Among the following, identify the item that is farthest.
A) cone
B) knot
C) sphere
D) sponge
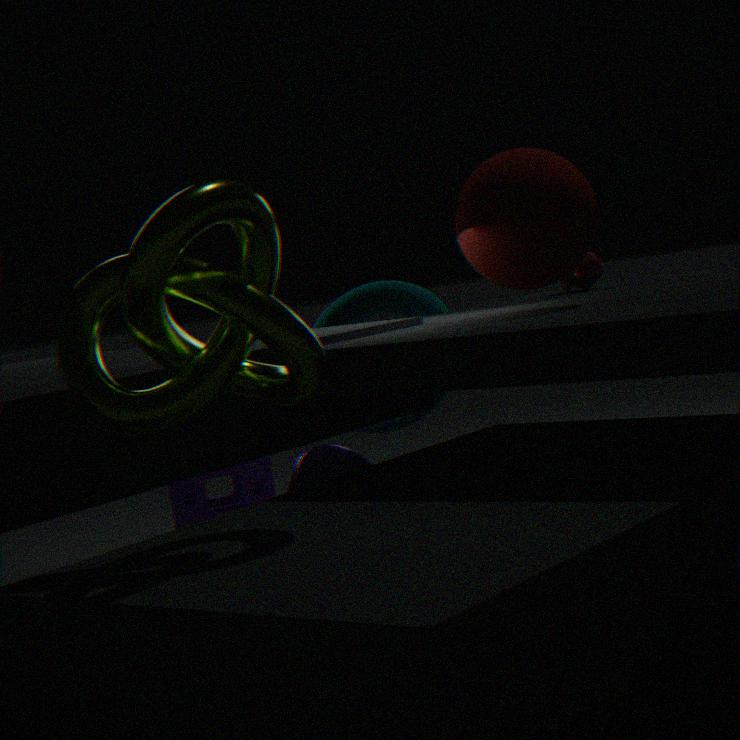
sponge
